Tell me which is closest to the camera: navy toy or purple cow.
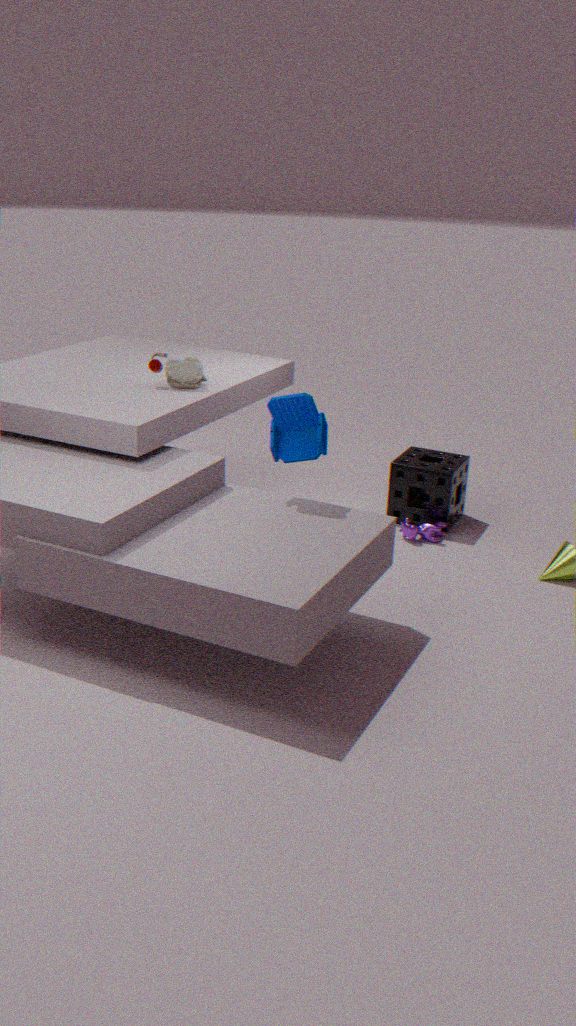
navy toy
